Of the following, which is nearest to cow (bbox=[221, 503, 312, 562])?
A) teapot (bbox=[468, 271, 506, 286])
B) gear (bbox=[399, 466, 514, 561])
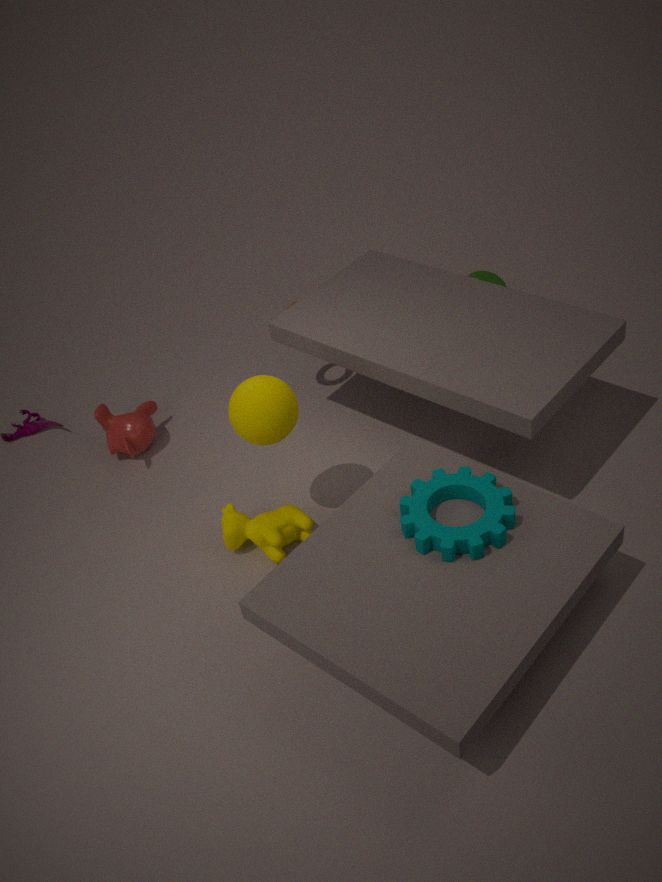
gear (bbox=[399, 466, 514, 561])
